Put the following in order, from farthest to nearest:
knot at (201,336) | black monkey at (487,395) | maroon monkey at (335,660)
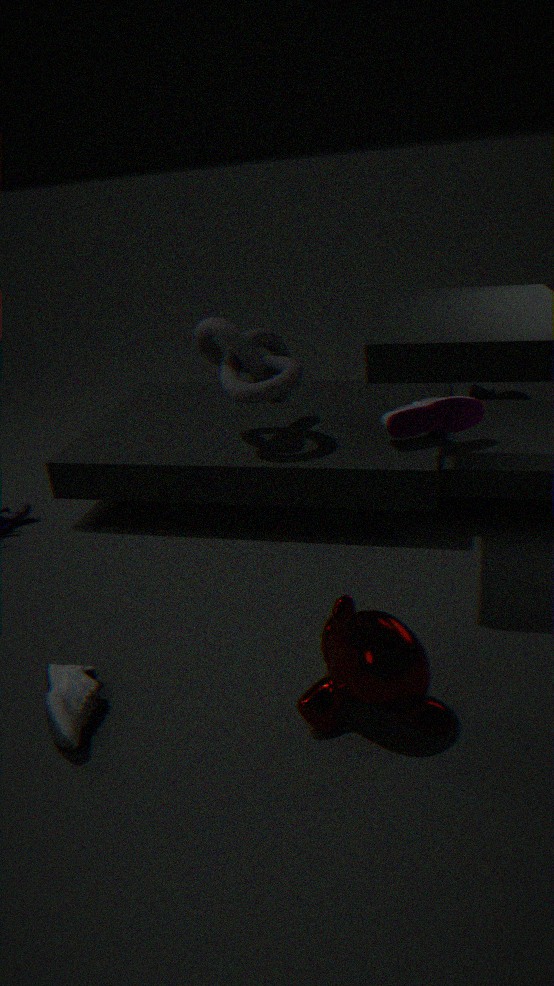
black monkey at (487,395), knot at (201,336), maroon monkey at (335,660)
